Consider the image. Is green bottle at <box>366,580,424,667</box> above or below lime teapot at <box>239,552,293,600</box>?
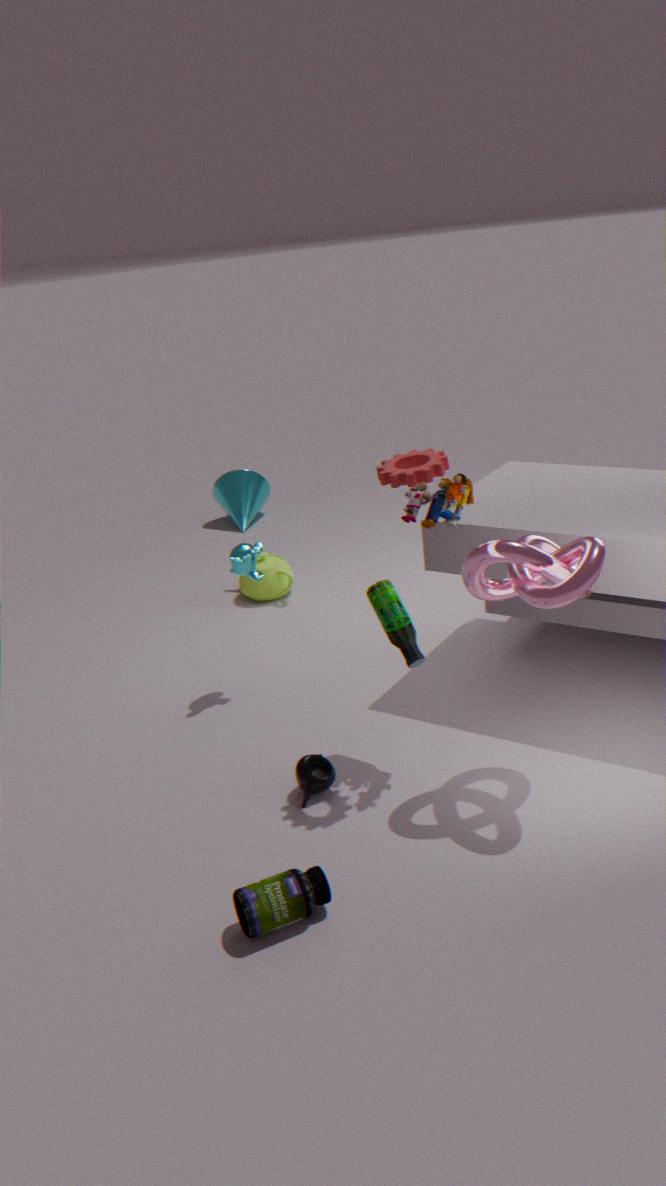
above
